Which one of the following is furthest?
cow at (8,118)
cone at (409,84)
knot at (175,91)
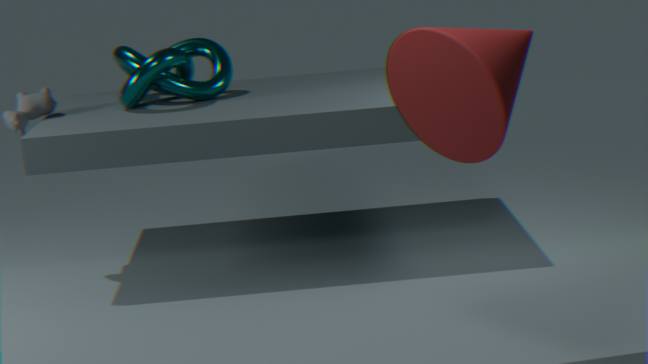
cow at (8,118)
